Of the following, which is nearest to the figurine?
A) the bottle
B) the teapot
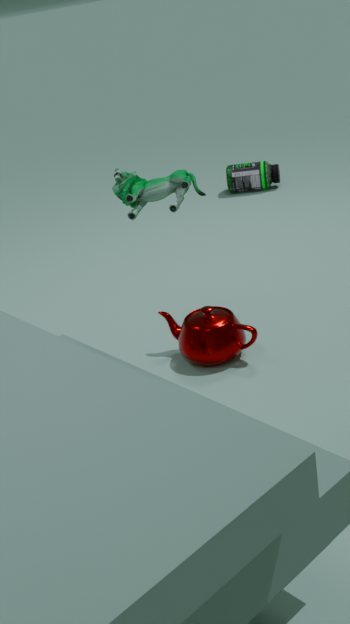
the teapot
